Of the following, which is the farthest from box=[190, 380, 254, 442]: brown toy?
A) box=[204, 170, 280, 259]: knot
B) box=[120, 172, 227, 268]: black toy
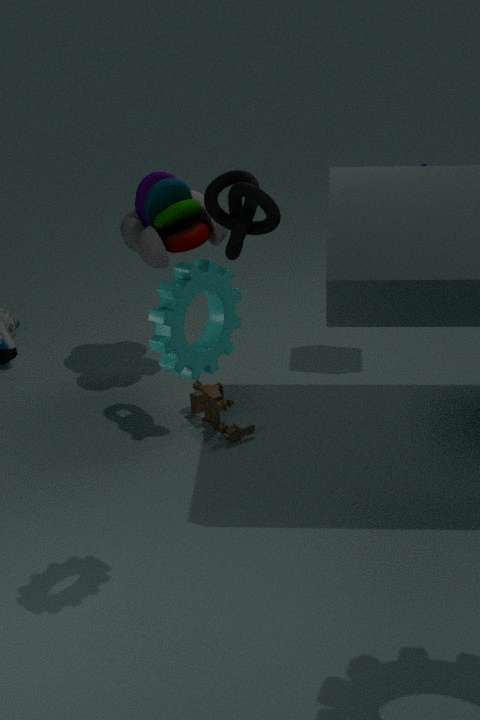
box=[204, 170, 280, 259]: knot
